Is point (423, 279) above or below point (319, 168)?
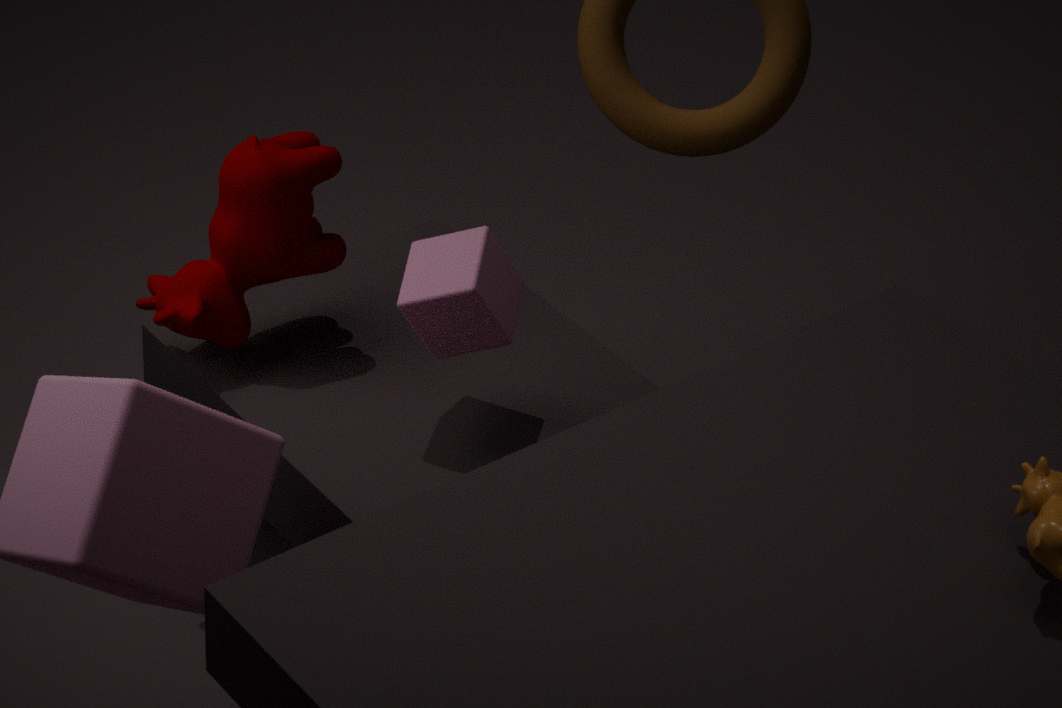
above
